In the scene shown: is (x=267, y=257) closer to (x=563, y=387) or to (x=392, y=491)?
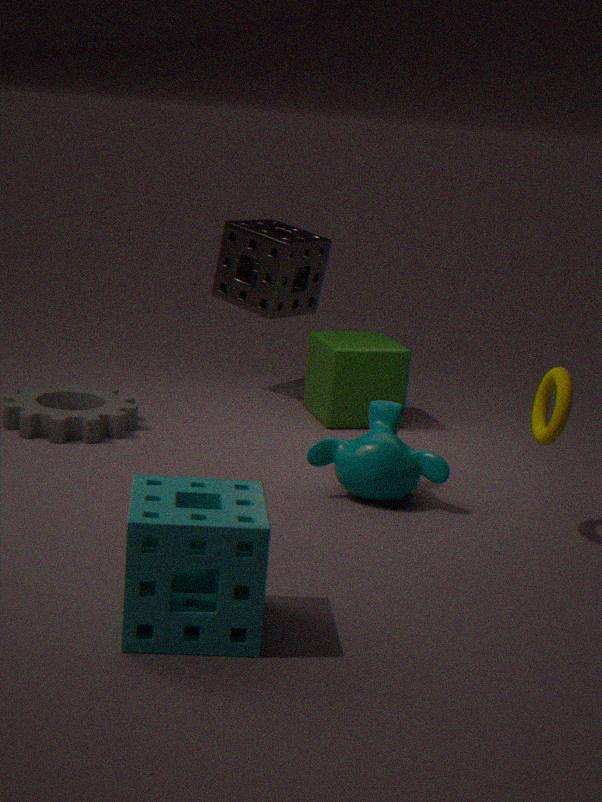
(x=392, y=491)
